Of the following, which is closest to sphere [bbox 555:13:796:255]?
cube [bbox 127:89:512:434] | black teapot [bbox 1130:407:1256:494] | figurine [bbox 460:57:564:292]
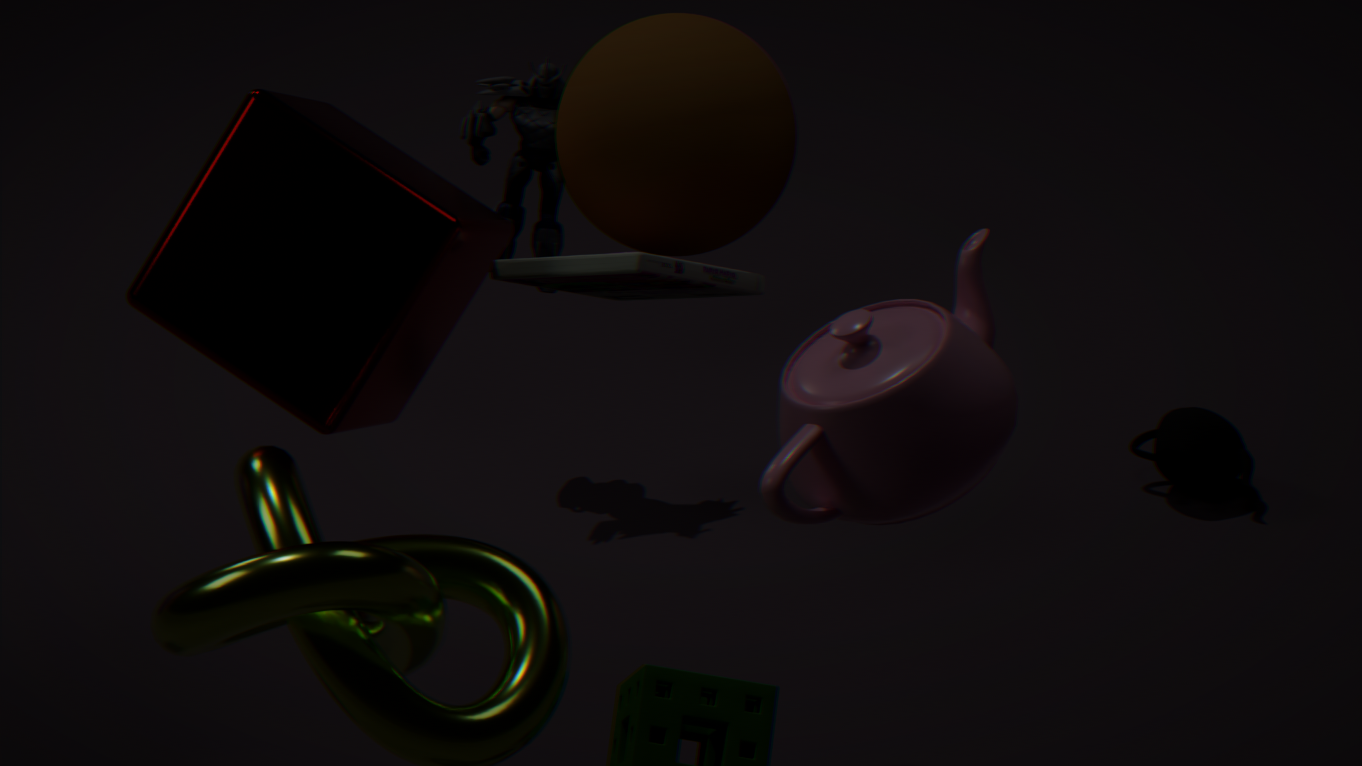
cube [bbox 127:89:512:434]
